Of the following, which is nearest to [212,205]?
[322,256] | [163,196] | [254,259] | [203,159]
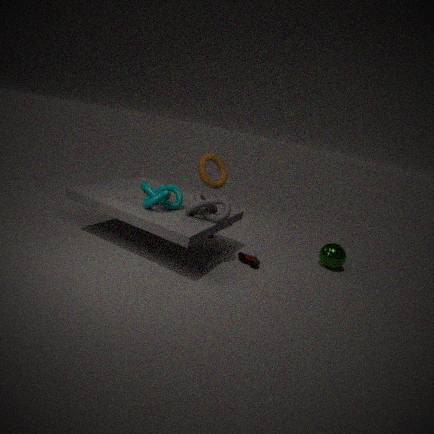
[163,196]
